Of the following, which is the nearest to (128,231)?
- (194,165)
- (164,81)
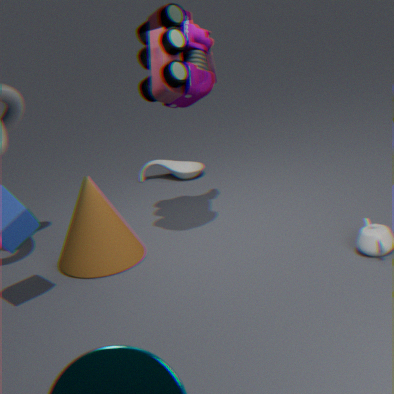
(164,81)
